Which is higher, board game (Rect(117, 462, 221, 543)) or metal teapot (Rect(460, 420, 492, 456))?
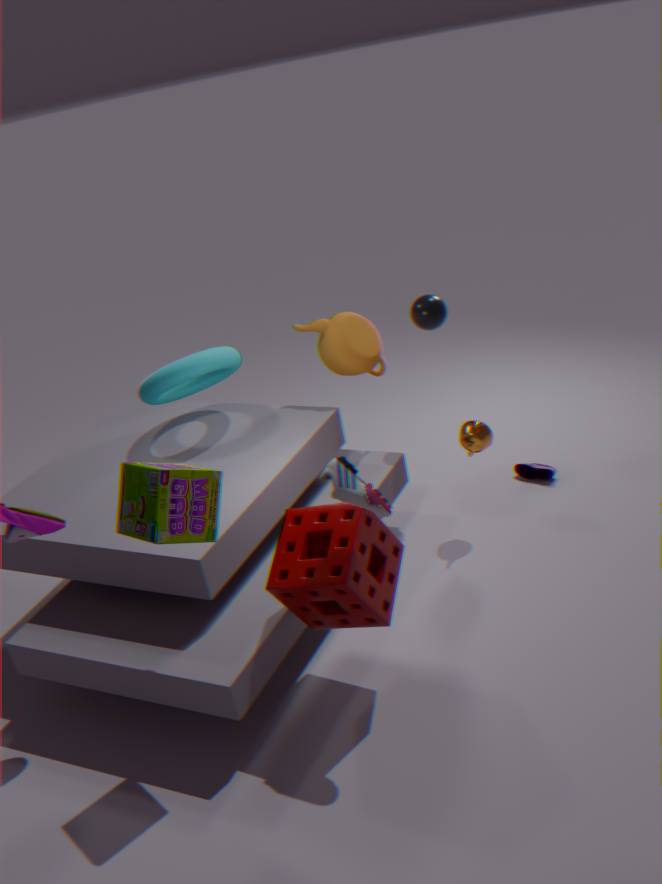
board game (Rect(117, 462, 221, 543))
